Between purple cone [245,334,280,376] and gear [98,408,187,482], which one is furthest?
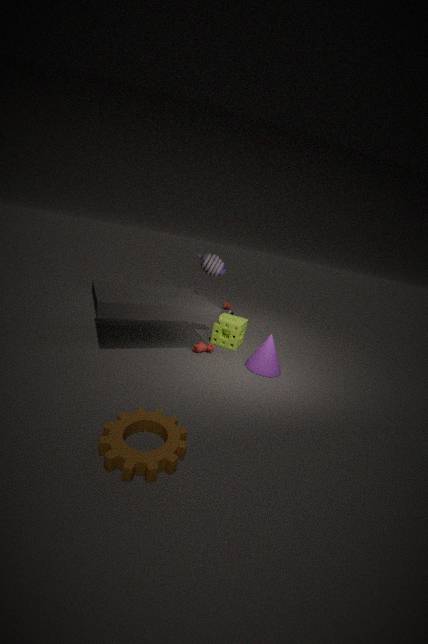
purple cone [245,334,280,376]
